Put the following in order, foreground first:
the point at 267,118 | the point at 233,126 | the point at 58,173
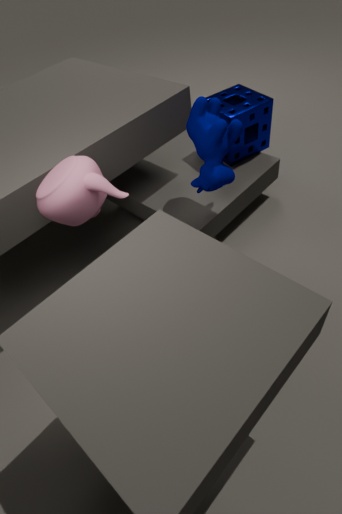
1. the point at 58,173
2. the point at 233,126
3. the point at 267,118
